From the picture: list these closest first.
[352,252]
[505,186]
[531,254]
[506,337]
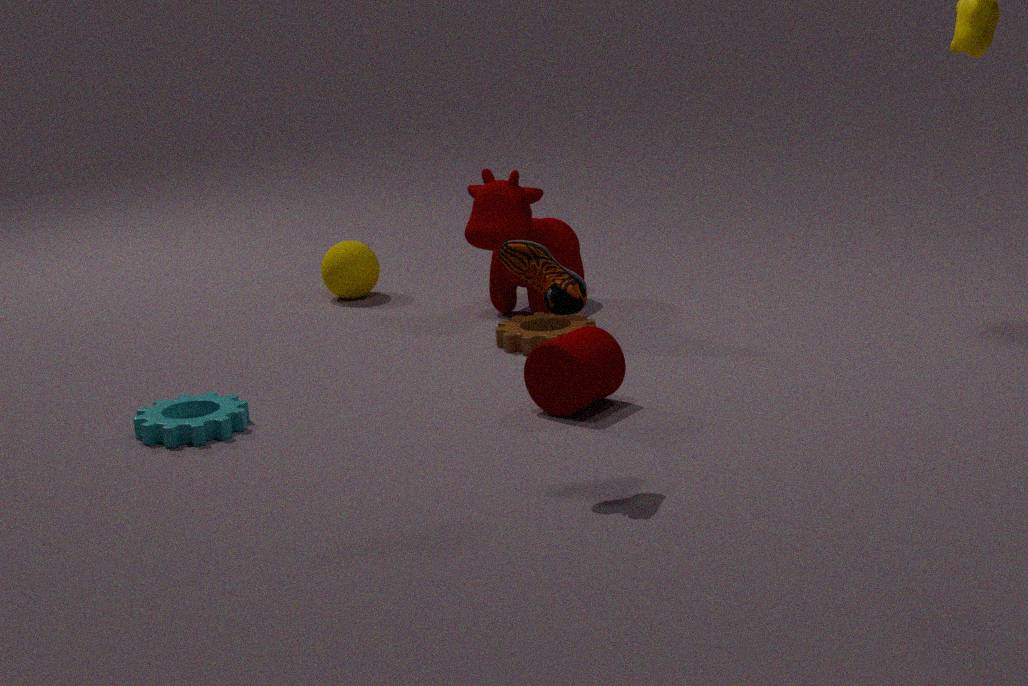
[531,254], [506,337], [505,186], [352,252]
